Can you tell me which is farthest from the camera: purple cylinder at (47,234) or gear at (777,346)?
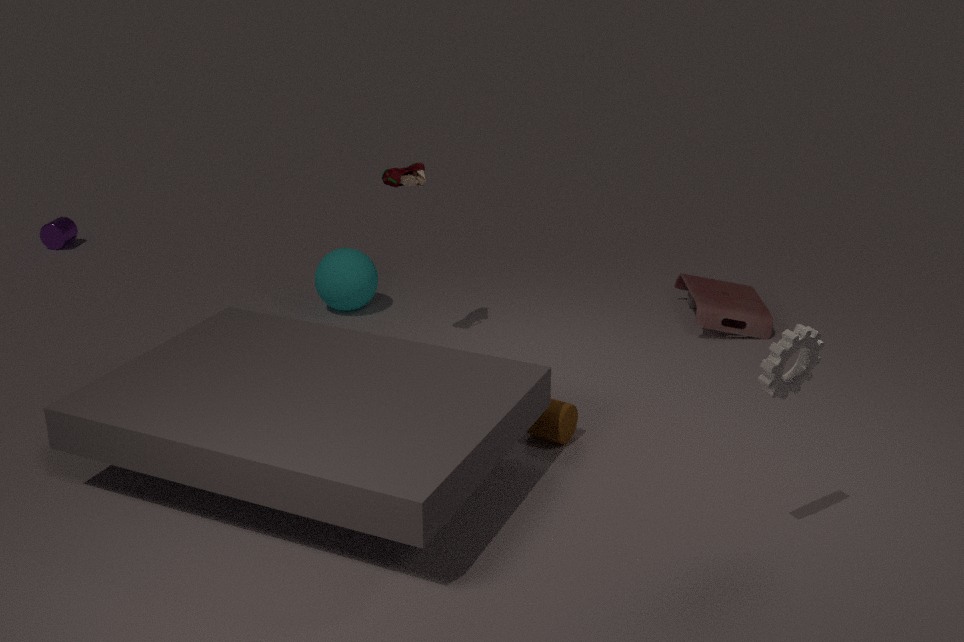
purple cylinder at (47,234)
